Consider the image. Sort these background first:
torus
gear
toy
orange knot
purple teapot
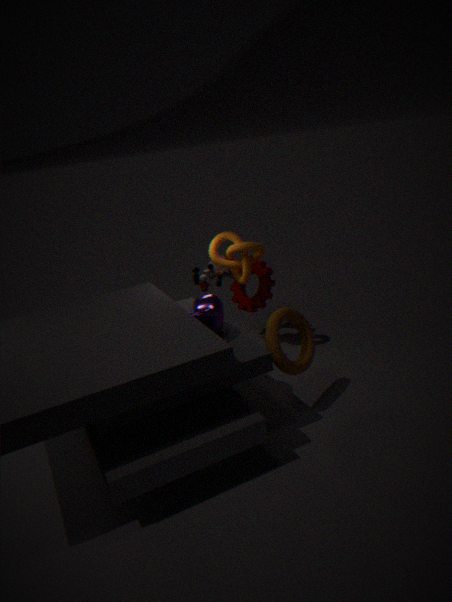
gear < orange knot < toy < purple teapot < torus
